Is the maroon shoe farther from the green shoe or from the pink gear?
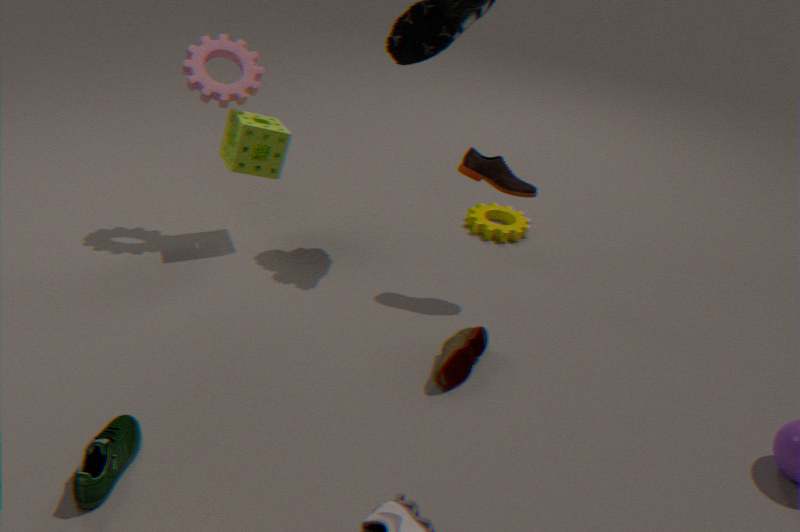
the pink gear
